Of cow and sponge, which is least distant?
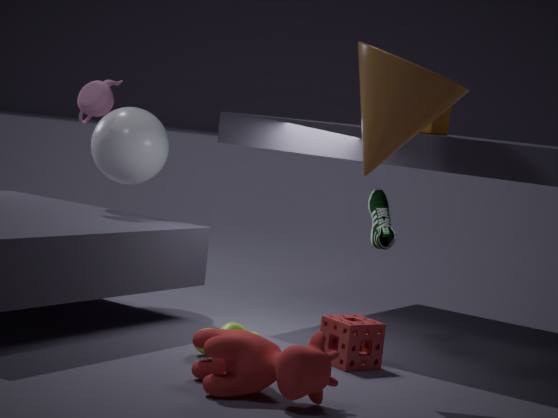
cow
